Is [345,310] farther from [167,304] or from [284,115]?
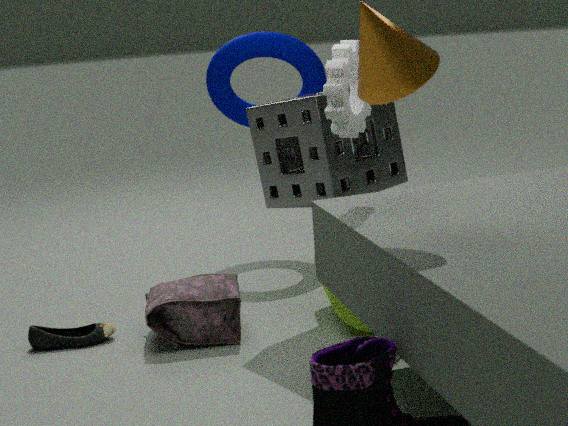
[167,304]
